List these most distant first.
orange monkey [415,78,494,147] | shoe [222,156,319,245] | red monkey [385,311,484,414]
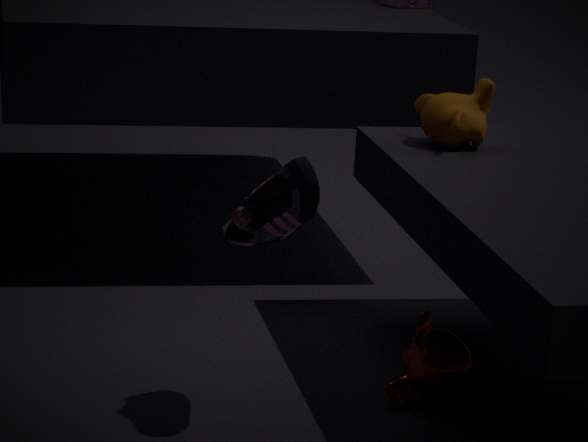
orange monkey [415,78,494,147], red monkey [385,311,484,414], shoe [222,156,319,245]
